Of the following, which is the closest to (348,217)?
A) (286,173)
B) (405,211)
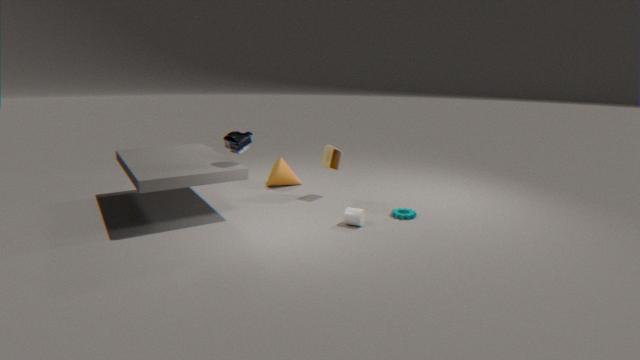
(405,211)
